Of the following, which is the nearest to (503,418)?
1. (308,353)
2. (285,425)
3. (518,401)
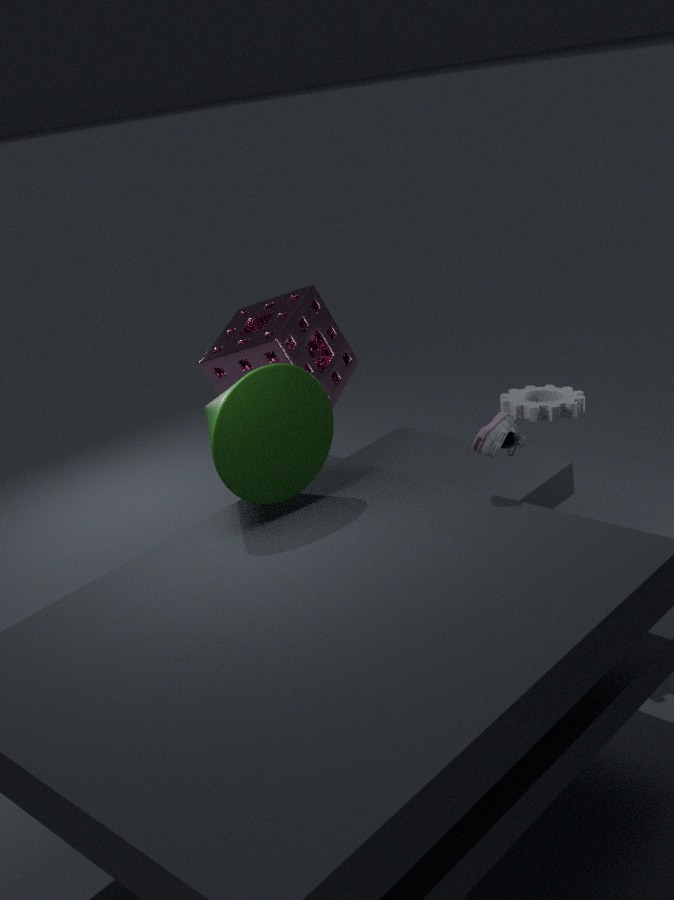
(518,401)
